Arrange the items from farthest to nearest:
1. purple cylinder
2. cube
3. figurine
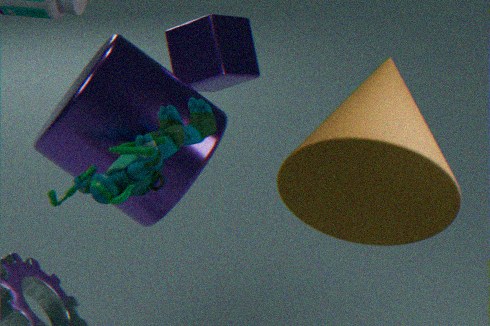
cube
purple cylinder
figurine
